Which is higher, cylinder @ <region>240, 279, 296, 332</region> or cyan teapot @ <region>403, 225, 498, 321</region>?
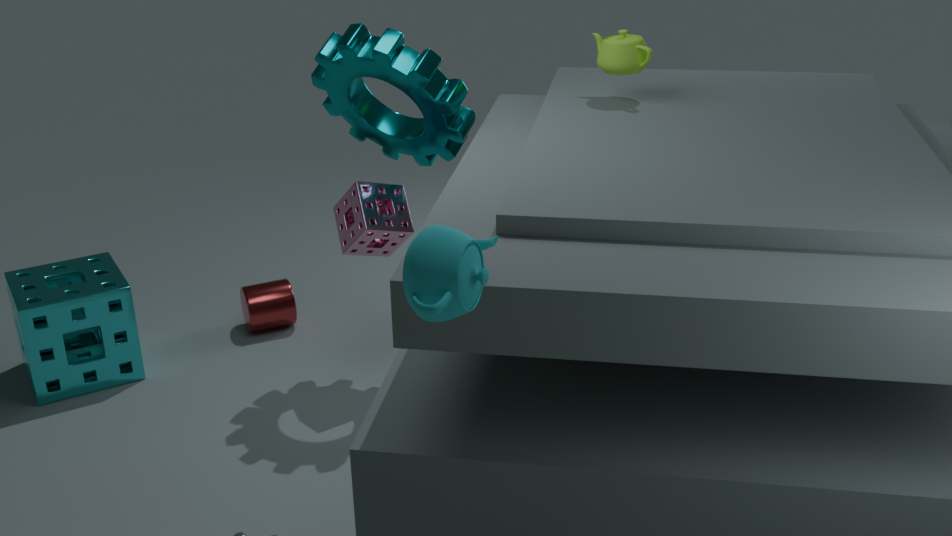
cyan teapot @ <region>403, 225, 498, 321</region>
